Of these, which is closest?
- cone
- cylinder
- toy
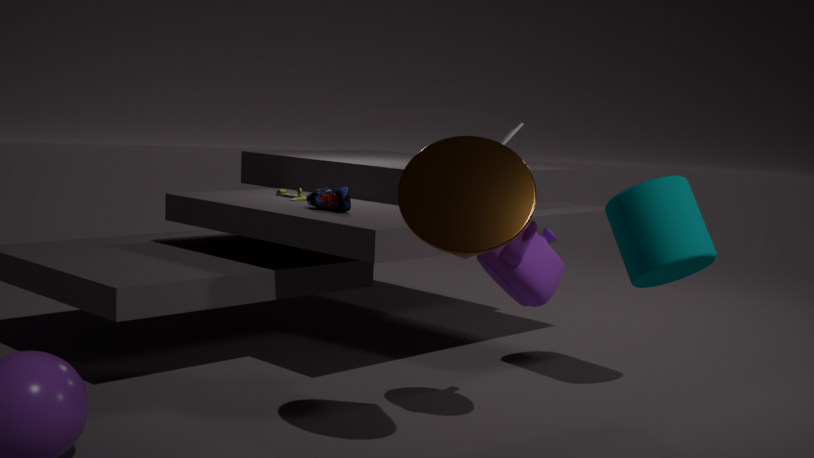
cone
